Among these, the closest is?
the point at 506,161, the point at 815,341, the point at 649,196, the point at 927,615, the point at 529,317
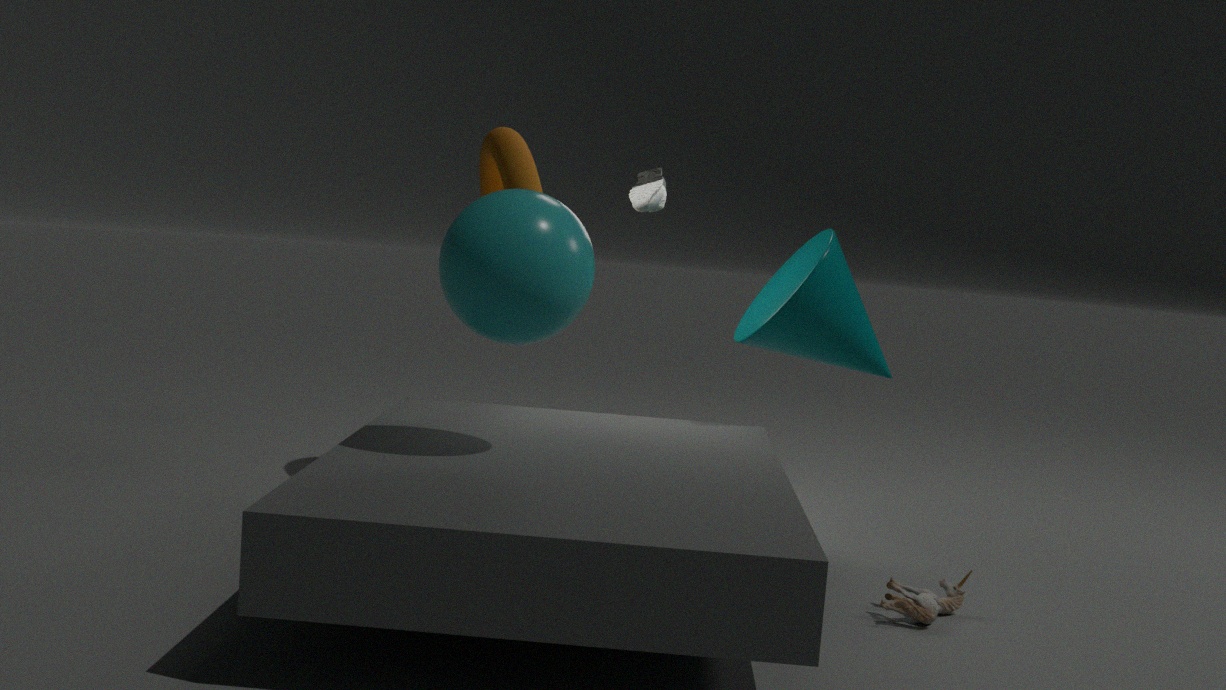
the point at 529,317
